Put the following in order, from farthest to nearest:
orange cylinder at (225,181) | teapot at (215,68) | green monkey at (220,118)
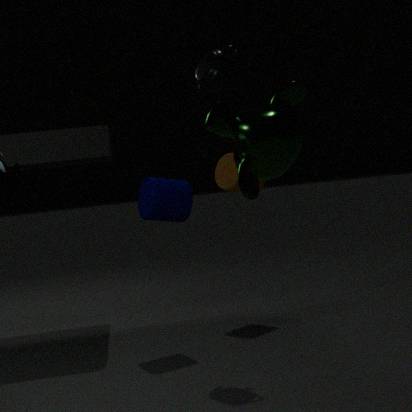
orange cylinder at (225,181)
teapot at (215,68)
green monkey at (220,118)
